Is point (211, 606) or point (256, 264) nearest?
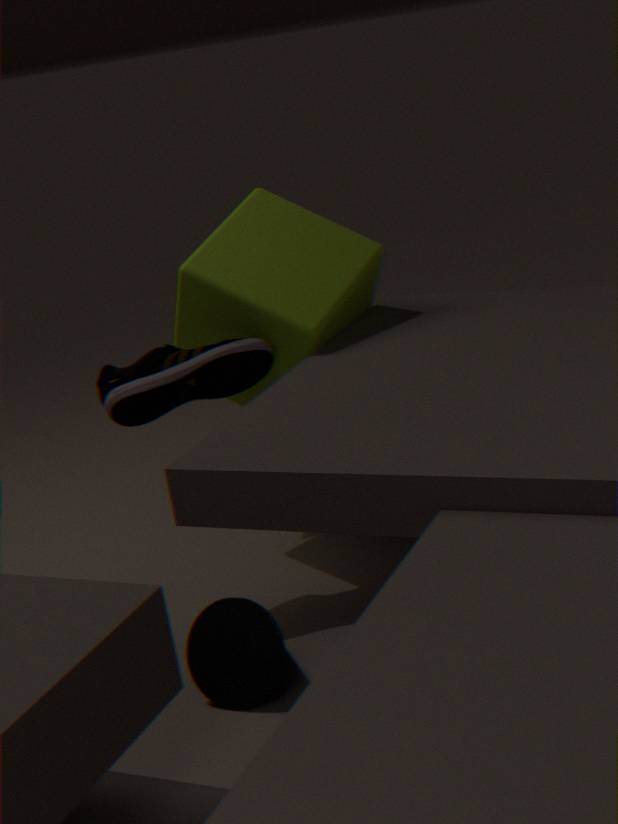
point (211, 606)
